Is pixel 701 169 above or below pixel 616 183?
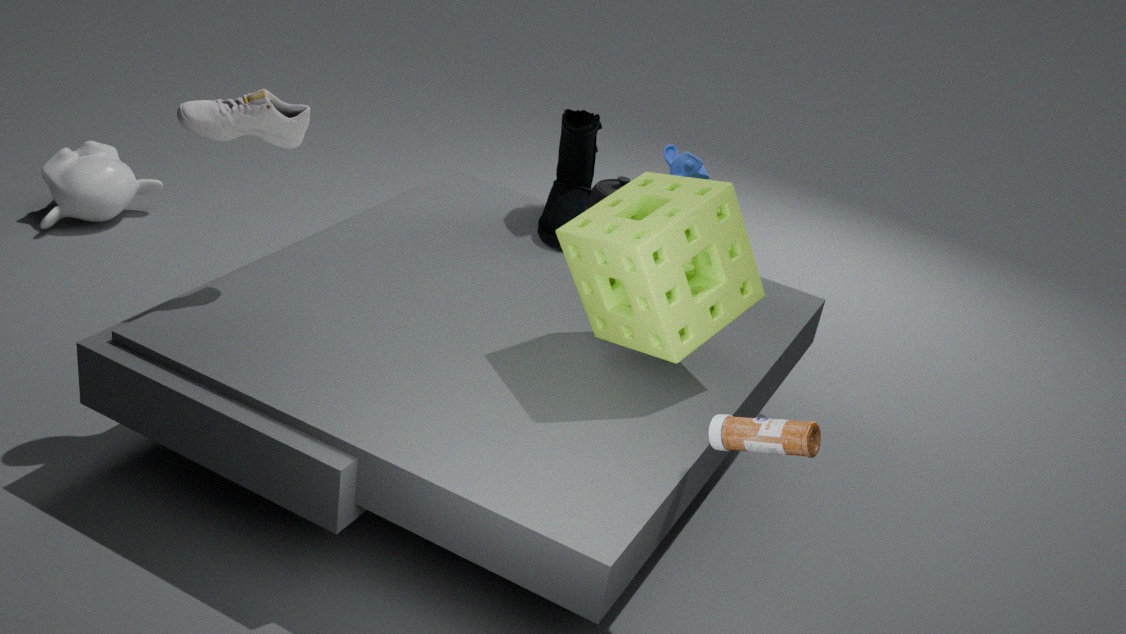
above
